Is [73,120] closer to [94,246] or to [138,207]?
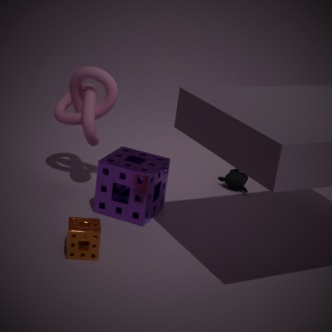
[138,207]
